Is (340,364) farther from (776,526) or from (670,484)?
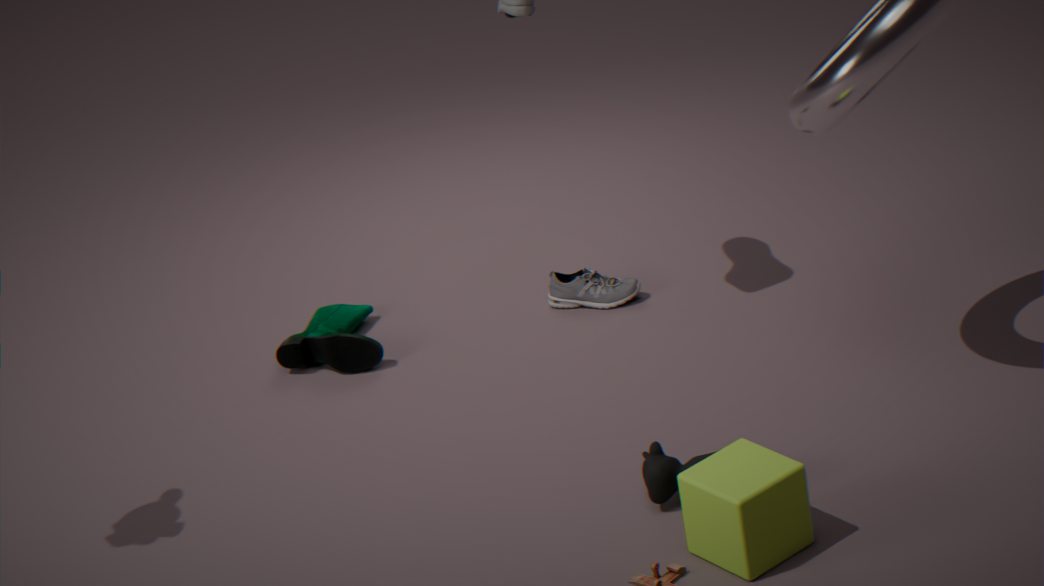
(776,526)
